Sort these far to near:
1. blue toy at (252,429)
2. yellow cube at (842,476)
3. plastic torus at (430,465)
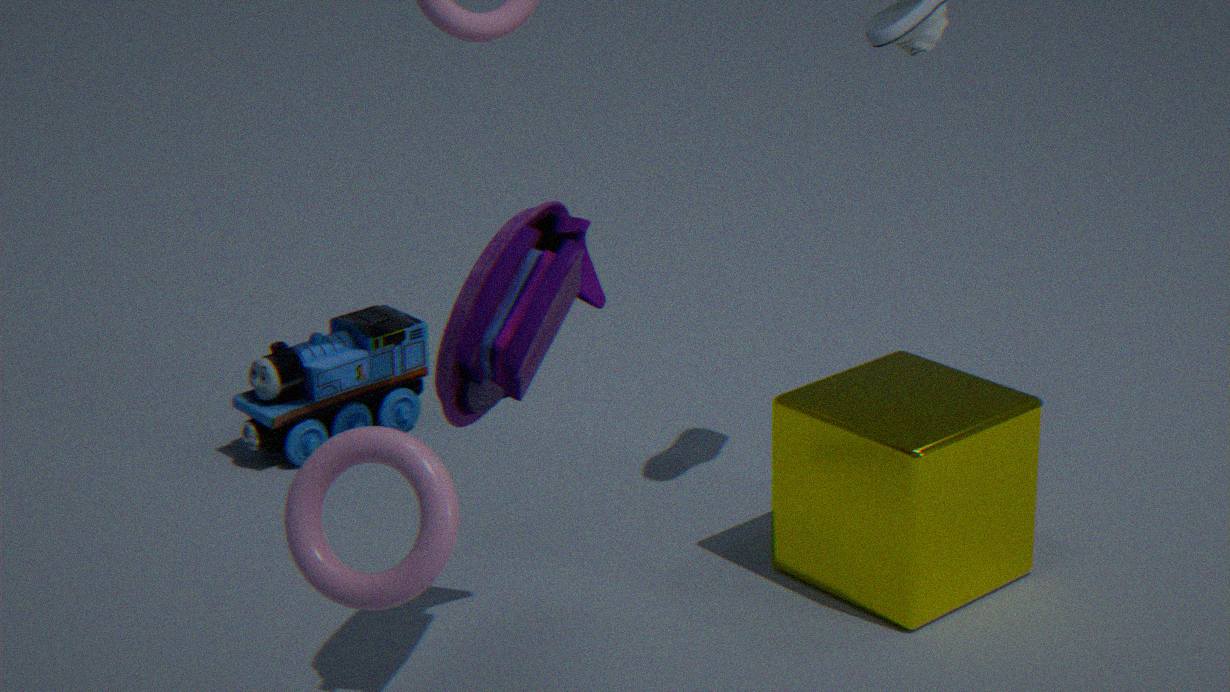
blue toy at (252,429) → yellow cube at (842,476) → plastic torus at (430,465)
